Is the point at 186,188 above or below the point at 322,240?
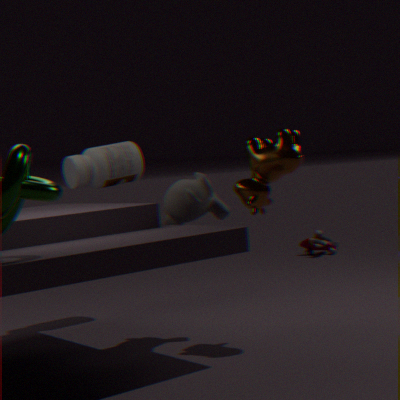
above
